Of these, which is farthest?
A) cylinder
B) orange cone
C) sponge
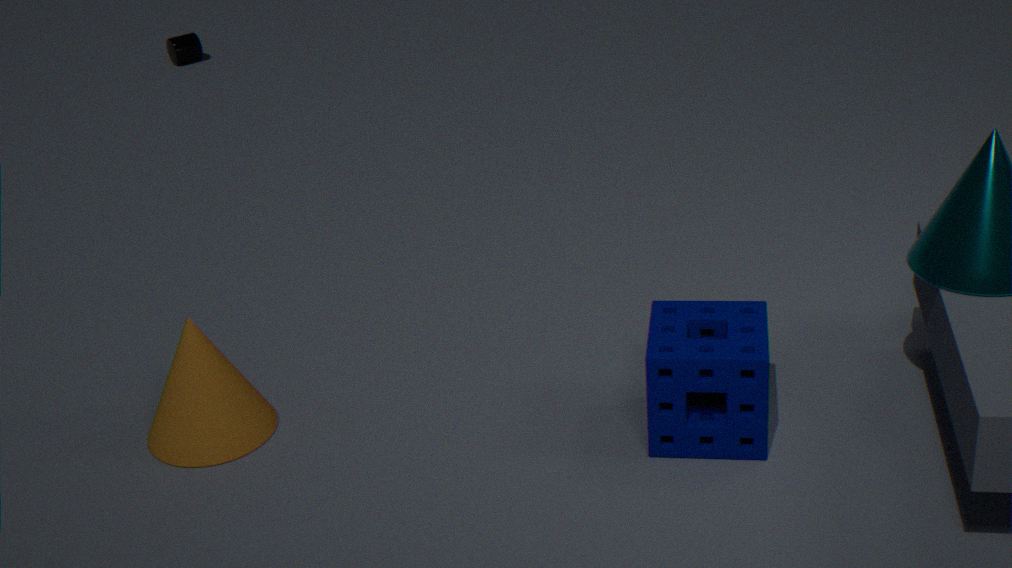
cylinder
